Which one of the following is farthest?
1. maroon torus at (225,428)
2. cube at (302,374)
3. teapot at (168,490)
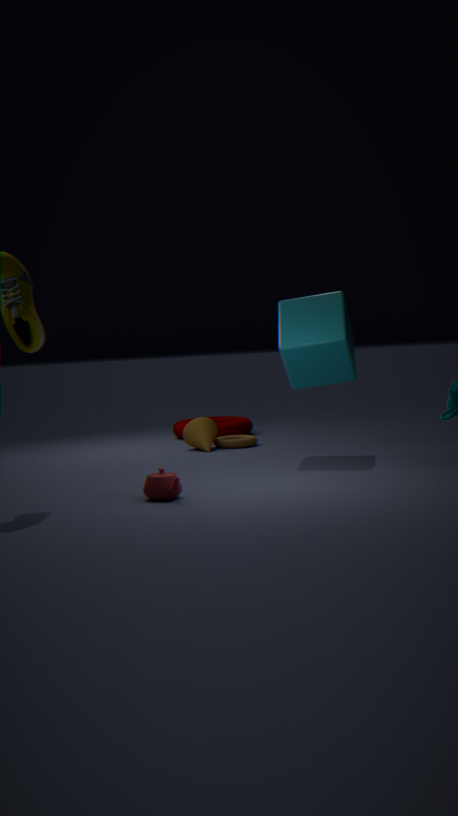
maroon torus at (225,428)
